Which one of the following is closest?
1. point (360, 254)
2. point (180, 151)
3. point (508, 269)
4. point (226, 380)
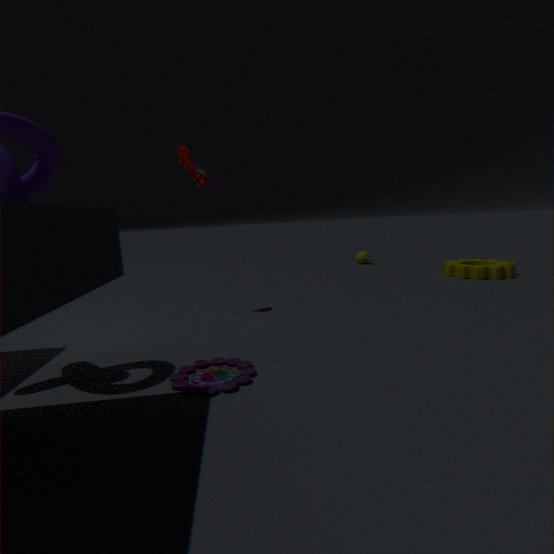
point (226, 380)
